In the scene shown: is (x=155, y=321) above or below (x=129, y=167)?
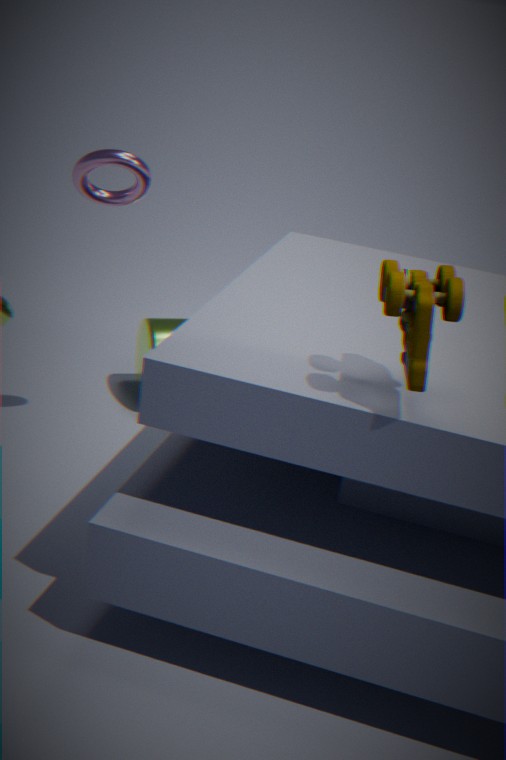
below
